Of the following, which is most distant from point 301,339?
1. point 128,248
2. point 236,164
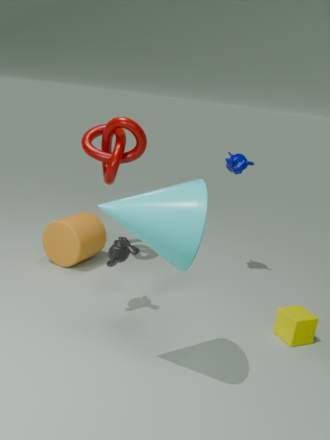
point 236,164
